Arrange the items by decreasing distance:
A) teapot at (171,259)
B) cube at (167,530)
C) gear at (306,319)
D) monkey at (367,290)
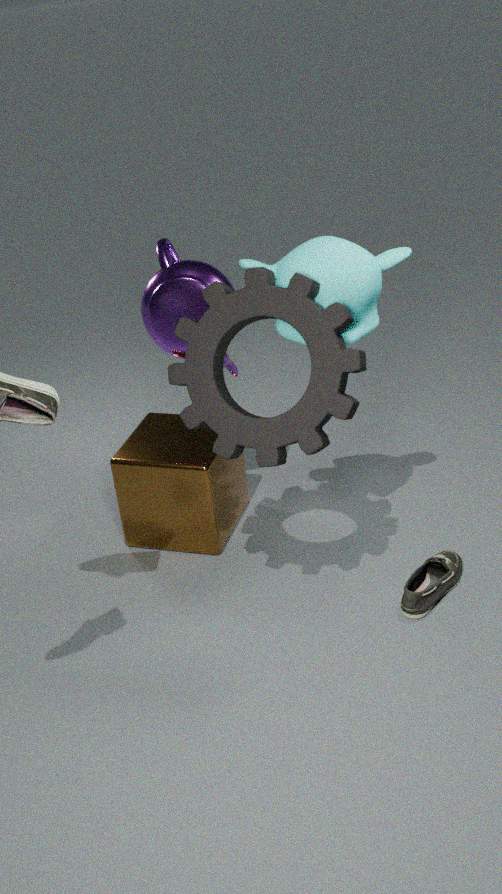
1. cube at (167,530)
2. teapot at (171,259)
3. monkey at (367,290)
4. gear at (306,319)
